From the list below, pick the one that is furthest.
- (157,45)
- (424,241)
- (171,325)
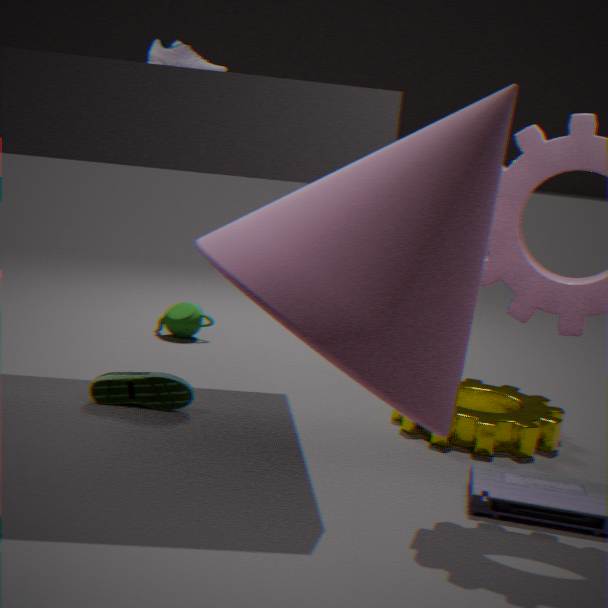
(171,325)
